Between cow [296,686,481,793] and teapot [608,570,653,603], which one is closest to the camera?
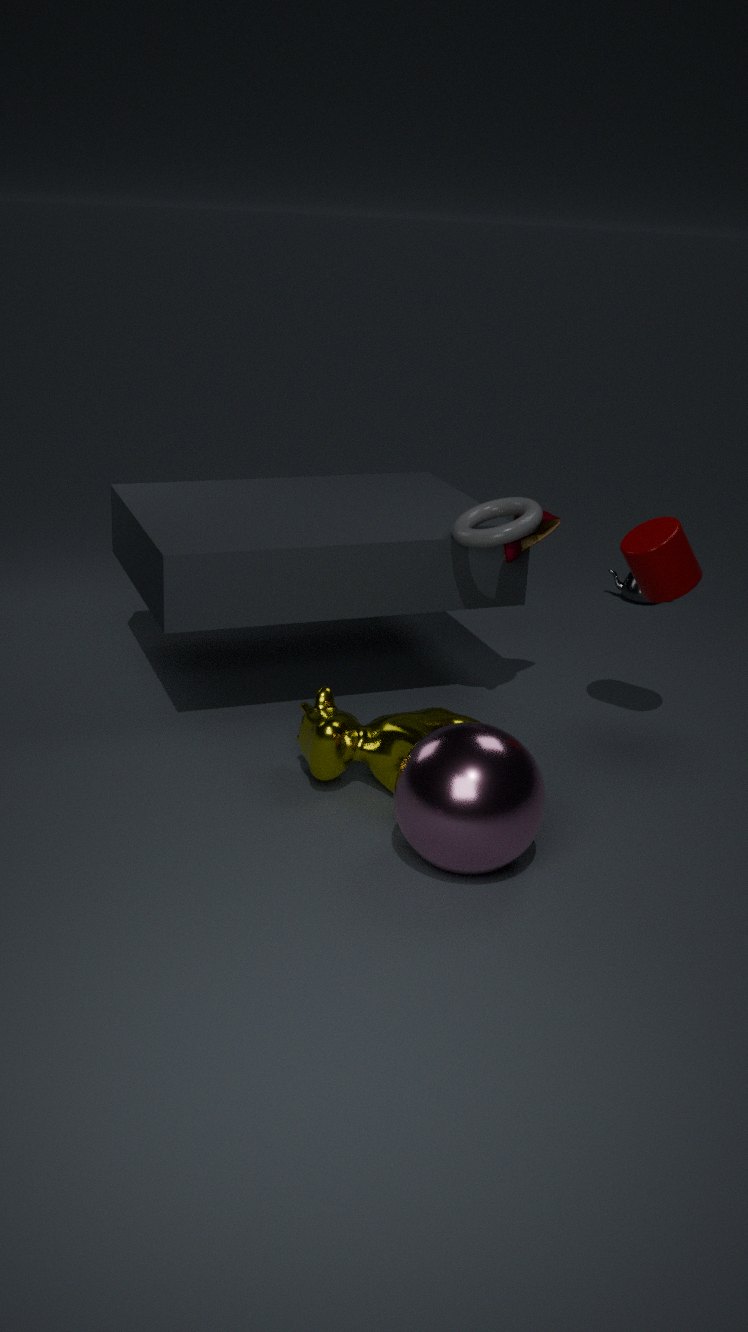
cow [296,686,481,793]
